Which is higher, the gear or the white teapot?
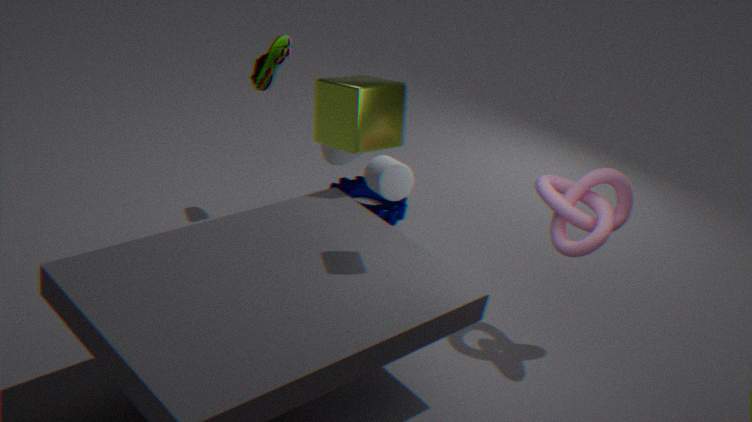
the white teapot
